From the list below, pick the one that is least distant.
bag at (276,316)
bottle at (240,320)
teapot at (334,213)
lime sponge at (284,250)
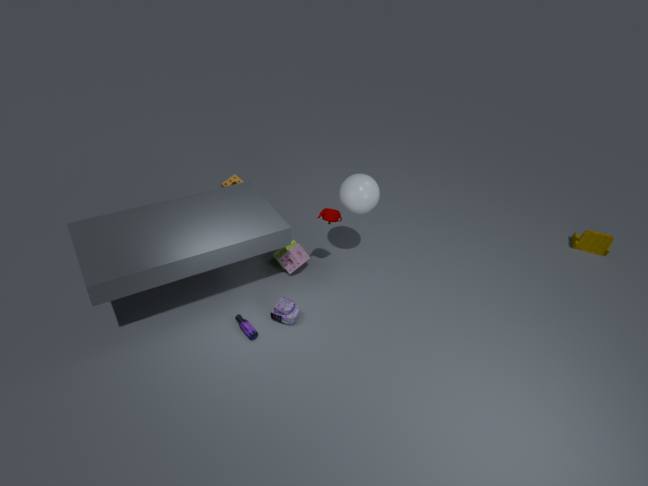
bottle at (240,320)
